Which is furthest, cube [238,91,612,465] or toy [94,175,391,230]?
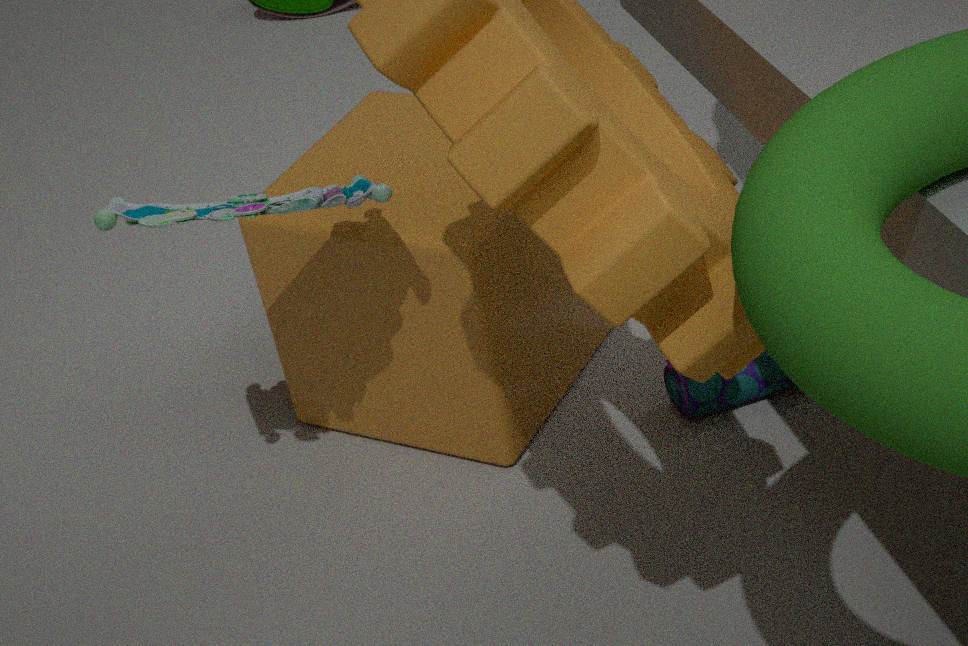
cube [238,91,612,465]
